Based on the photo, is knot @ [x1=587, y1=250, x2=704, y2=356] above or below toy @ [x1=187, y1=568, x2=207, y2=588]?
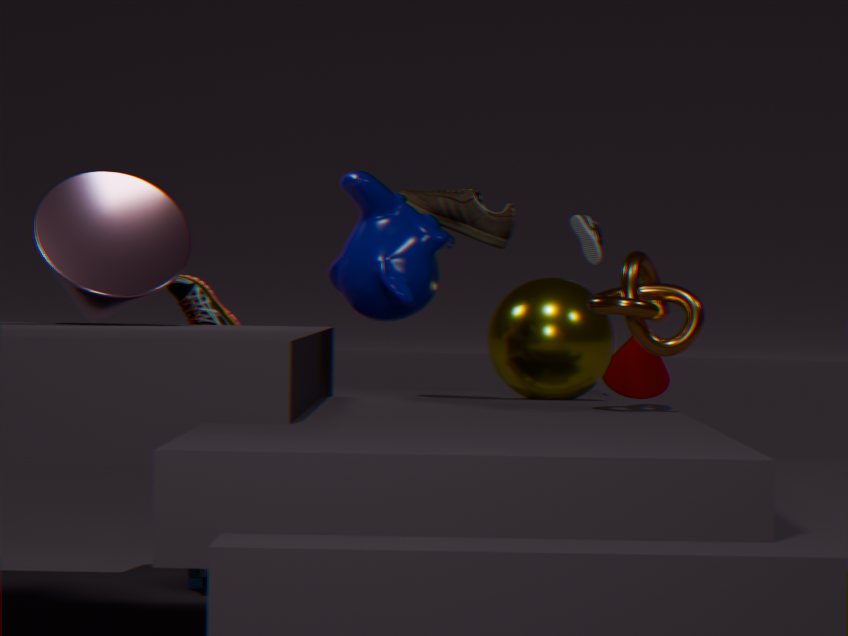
above
